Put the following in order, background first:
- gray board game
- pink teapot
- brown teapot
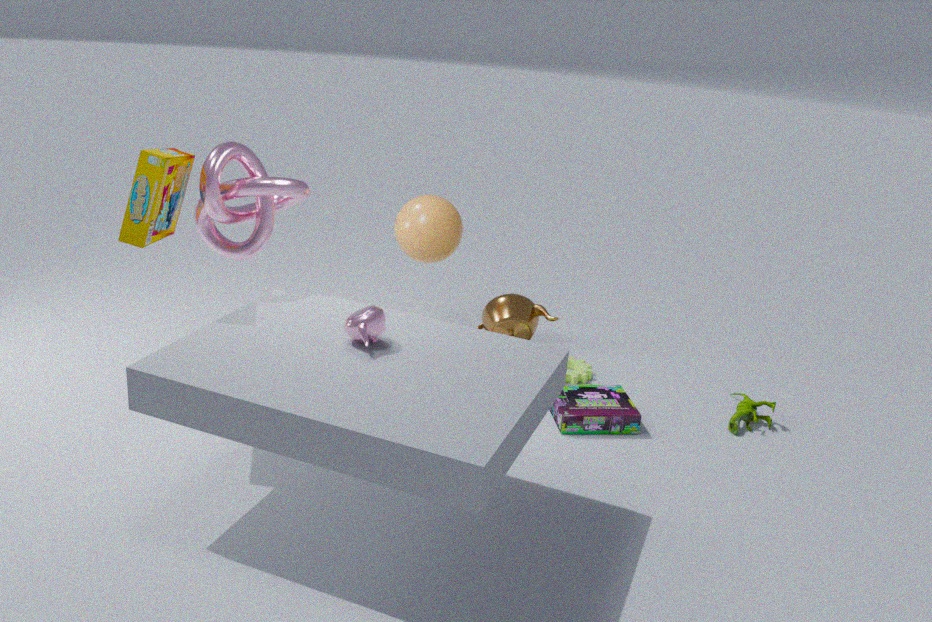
1. brown teapot
2. gray board game
3. pink teapot
